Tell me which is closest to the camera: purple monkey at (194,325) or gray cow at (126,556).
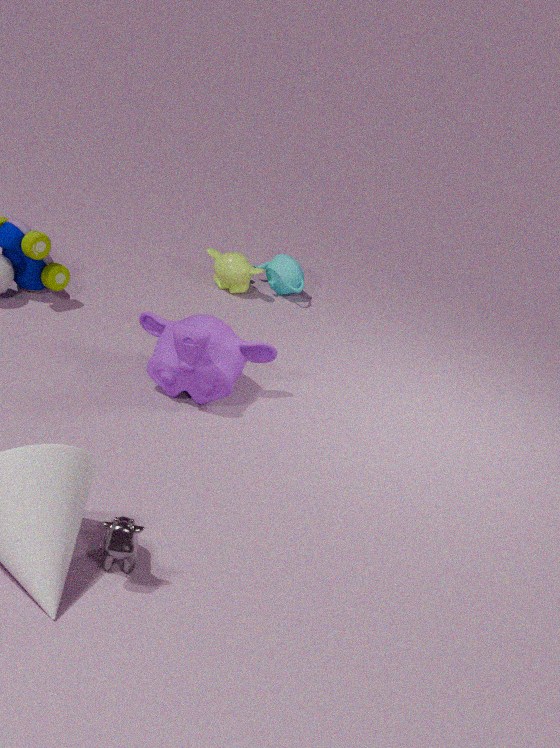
gray cow at (126,556)
